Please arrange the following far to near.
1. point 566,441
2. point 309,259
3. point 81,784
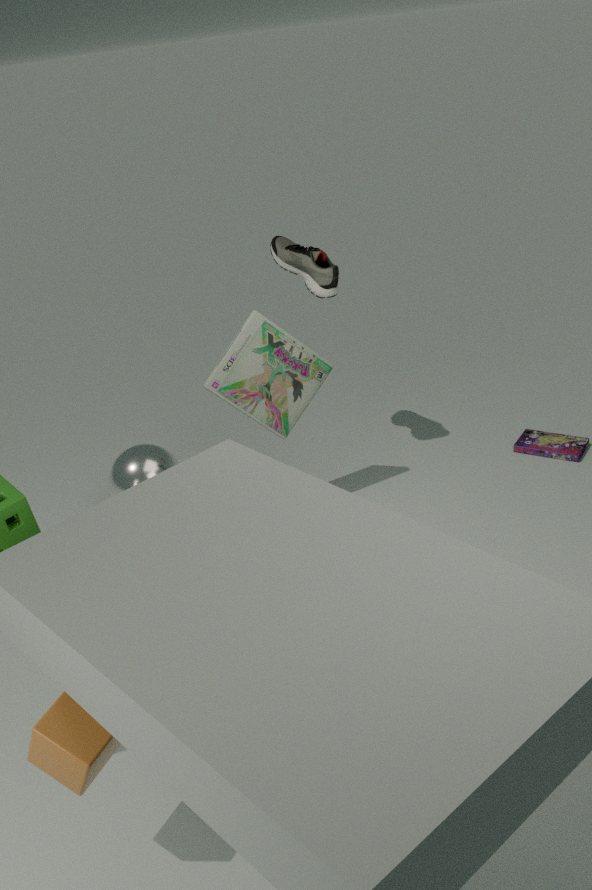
point 566,441 < point 309,259 < point 81,784
